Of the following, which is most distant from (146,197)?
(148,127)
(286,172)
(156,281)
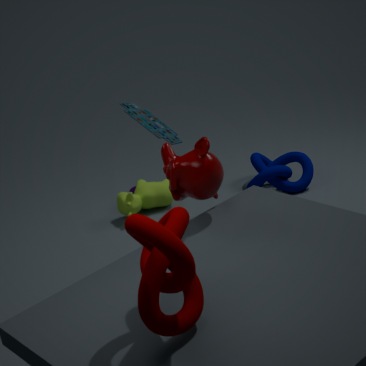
(156,281)
